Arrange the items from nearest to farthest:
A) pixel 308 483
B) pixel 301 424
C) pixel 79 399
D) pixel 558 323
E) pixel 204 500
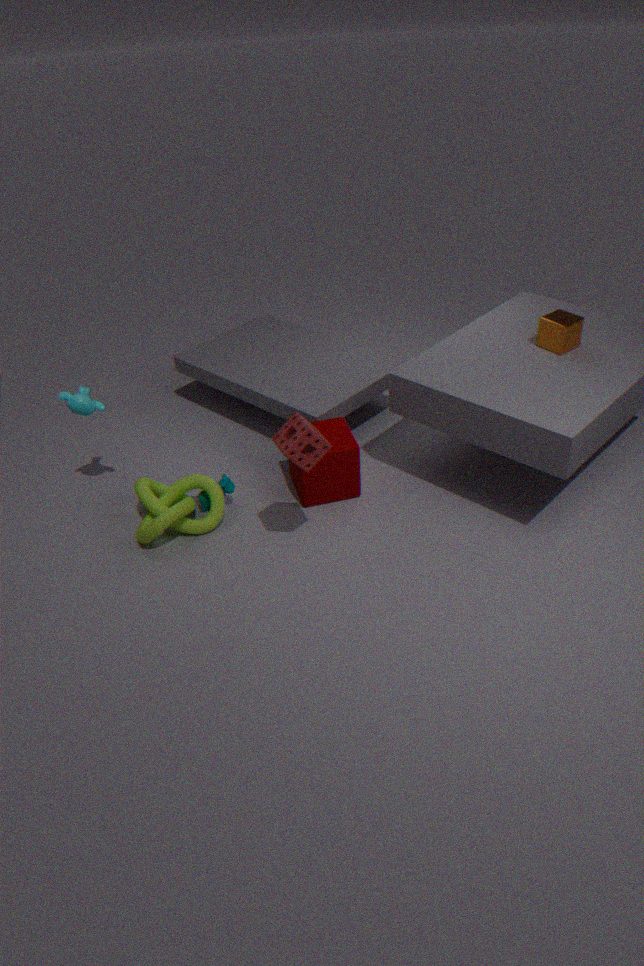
1. pixel 301 424
2. pixel 79 399
3. pixel 558 323
4. pixel 308 483
5. pixel 204 500
